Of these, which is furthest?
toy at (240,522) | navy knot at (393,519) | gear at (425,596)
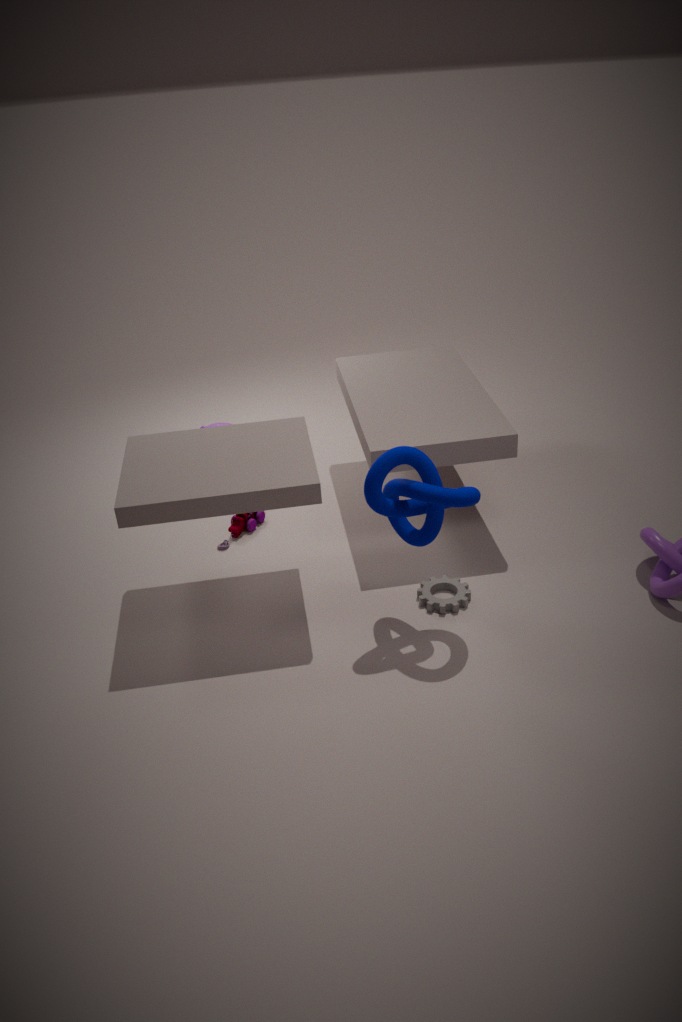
toy at (240,522)
